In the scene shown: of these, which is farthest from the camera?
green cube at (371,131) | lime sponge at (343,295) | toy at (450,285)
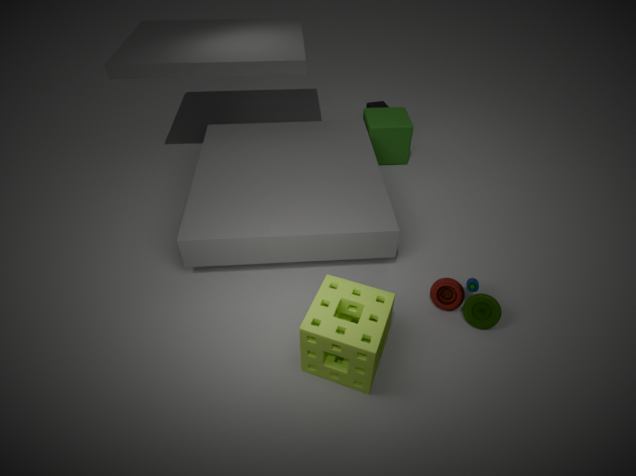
green cube at (371,131)
